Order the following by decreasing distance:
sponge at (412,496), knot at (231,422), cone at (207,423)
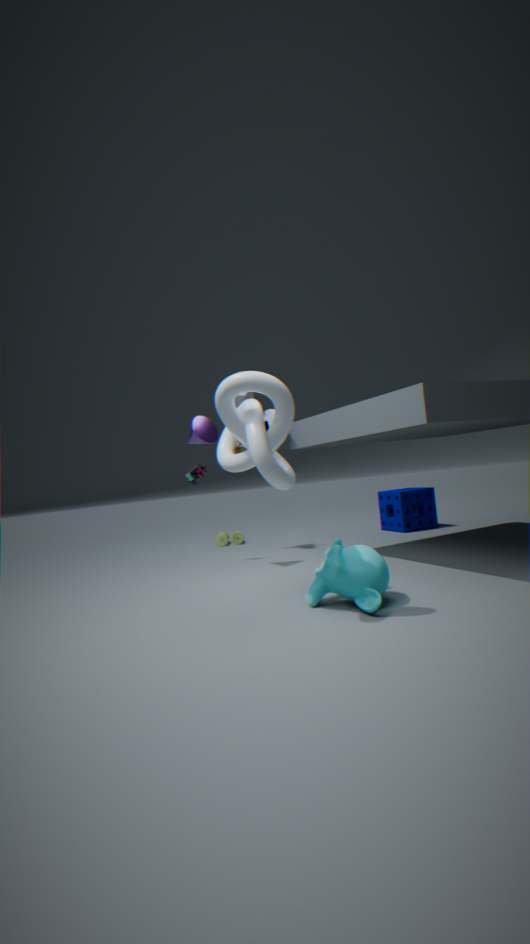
sponge at (412,496)
cone at (207,423)
knot at (231,422)
